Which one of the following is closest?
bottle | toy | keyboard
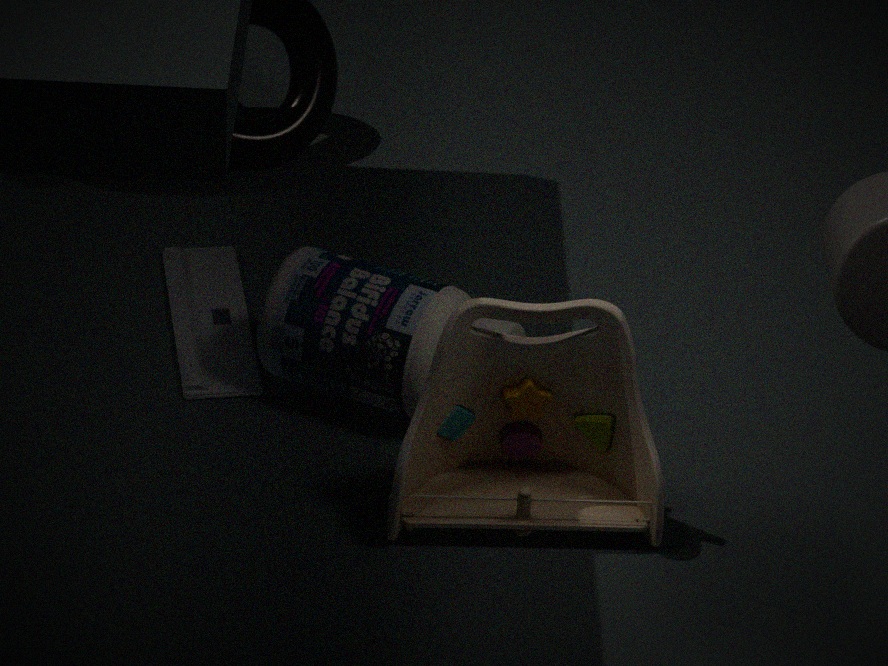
toy
